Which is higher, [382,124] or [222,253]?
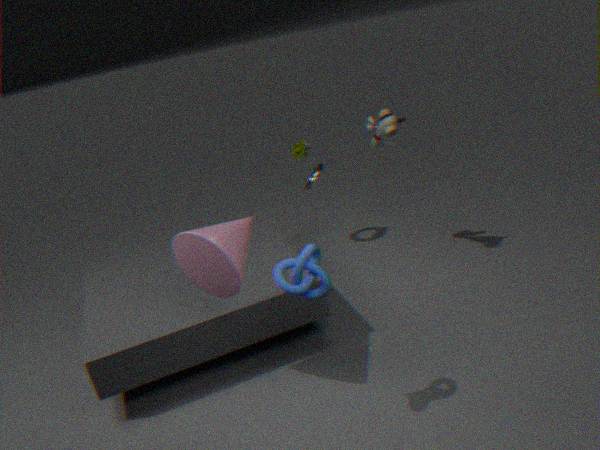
[382,124]
